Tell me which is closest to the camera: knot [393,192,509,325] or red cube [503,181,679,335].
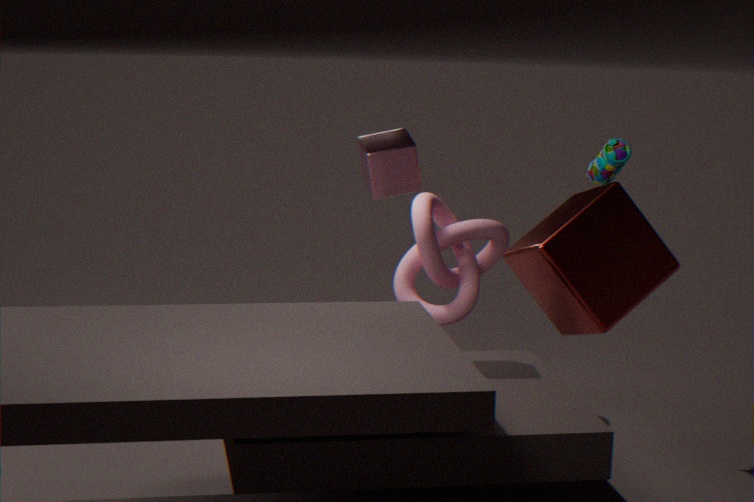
red cube [503,181,679,335]
